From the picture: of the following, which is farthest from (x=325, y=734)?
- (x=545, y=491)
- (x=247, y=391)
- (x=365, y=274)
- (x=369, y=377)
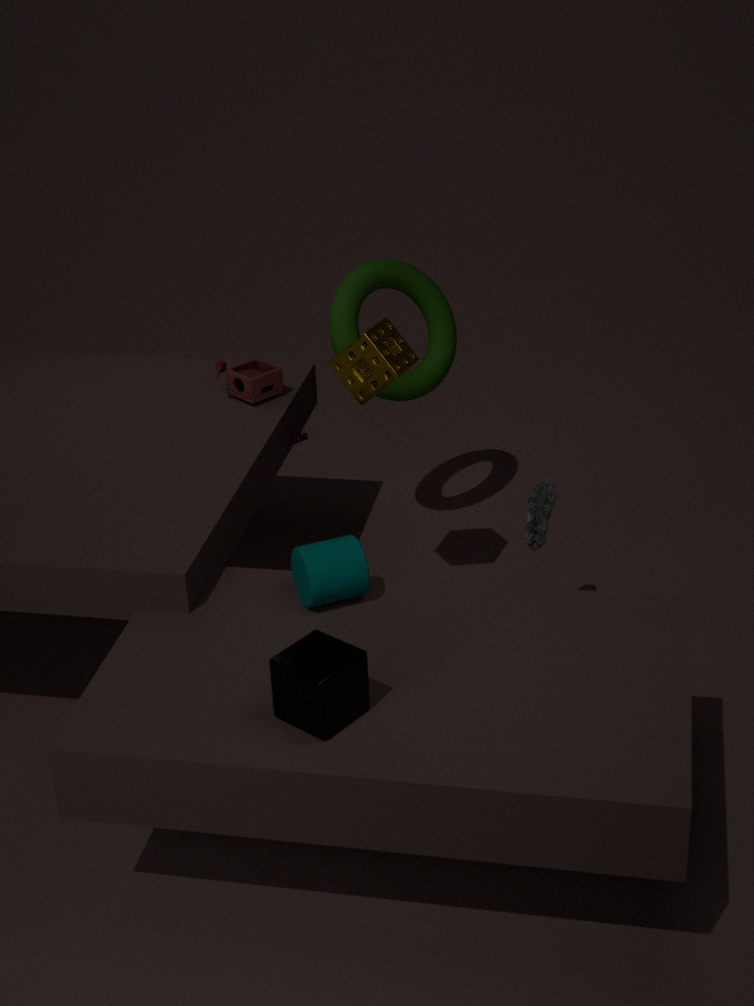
(x=365, y=274)
